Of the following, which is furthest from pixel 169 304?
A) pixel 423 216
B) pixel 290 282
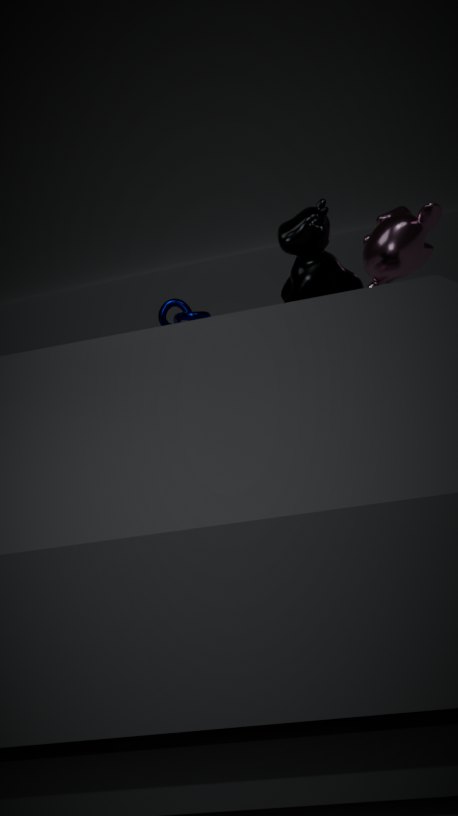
pixel 423 216
